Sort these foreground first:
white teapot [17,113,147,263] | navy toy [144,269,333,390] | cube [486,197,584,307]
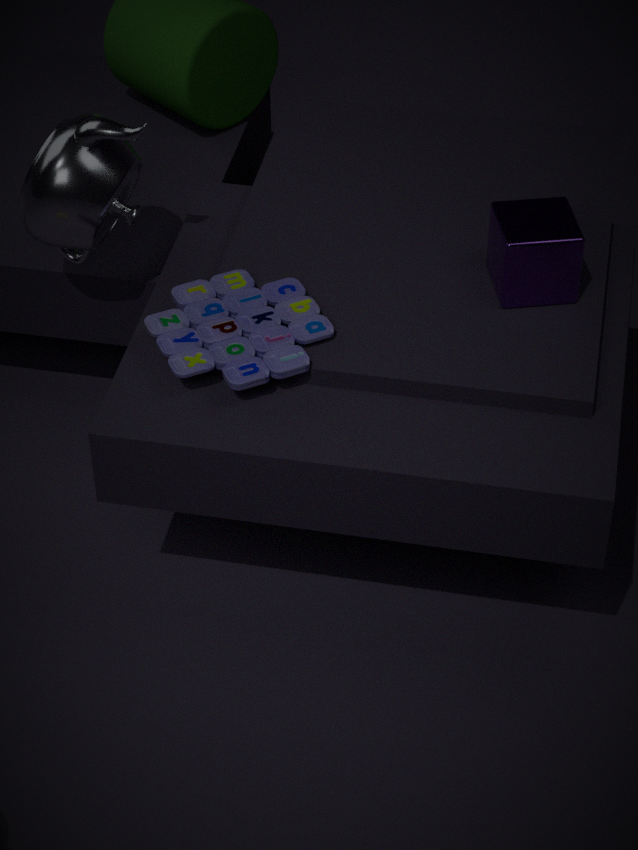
navy toy [144,269,333,390] < cube [486,197,584,307] < white teapot [17,113,147,263]
